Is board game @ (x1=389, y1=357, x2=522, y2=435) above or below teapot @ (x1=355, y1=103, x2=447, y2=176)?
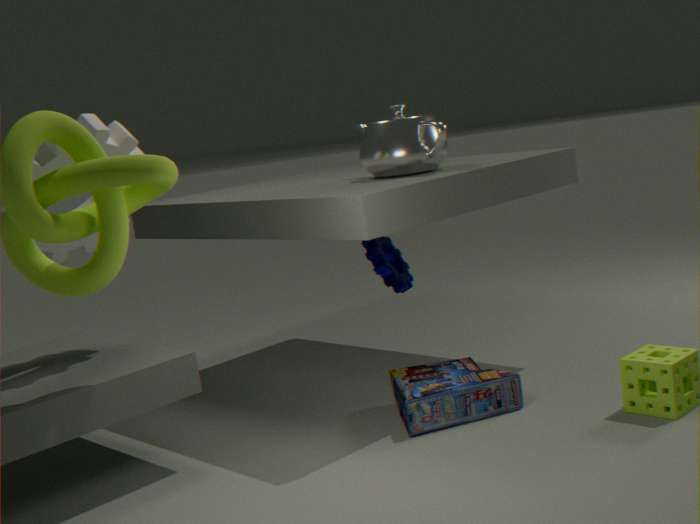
below
